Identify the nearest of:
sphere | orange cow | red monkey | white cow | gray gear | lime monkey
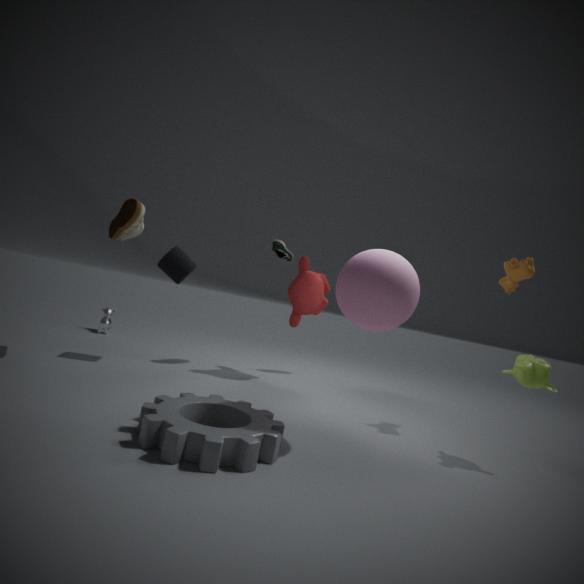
gray gear
